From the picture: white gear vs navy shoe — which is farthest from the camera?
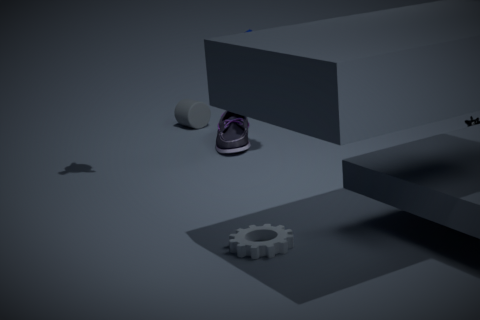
navy shoe
